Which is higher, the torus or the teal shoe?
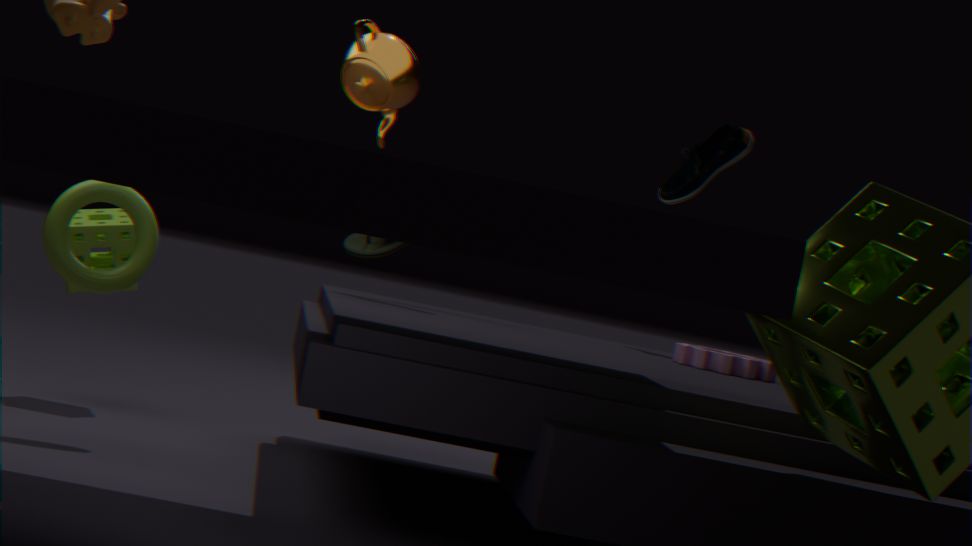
the teal shoe
